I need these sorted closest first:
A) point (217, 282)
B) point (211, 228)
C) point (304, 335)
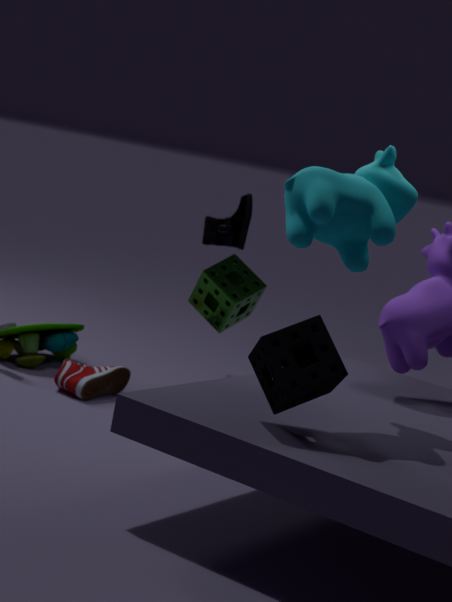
C. point (304, 335) < A. point (217, 282) < B. point (211, 228)
